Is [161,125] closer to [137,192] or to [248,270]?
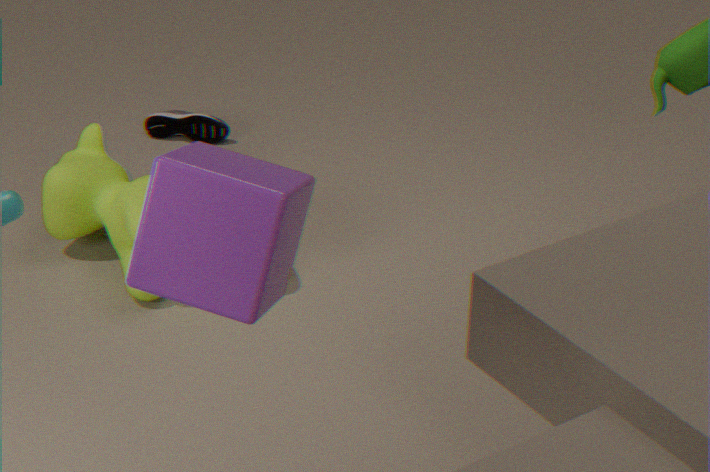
[137,192]
